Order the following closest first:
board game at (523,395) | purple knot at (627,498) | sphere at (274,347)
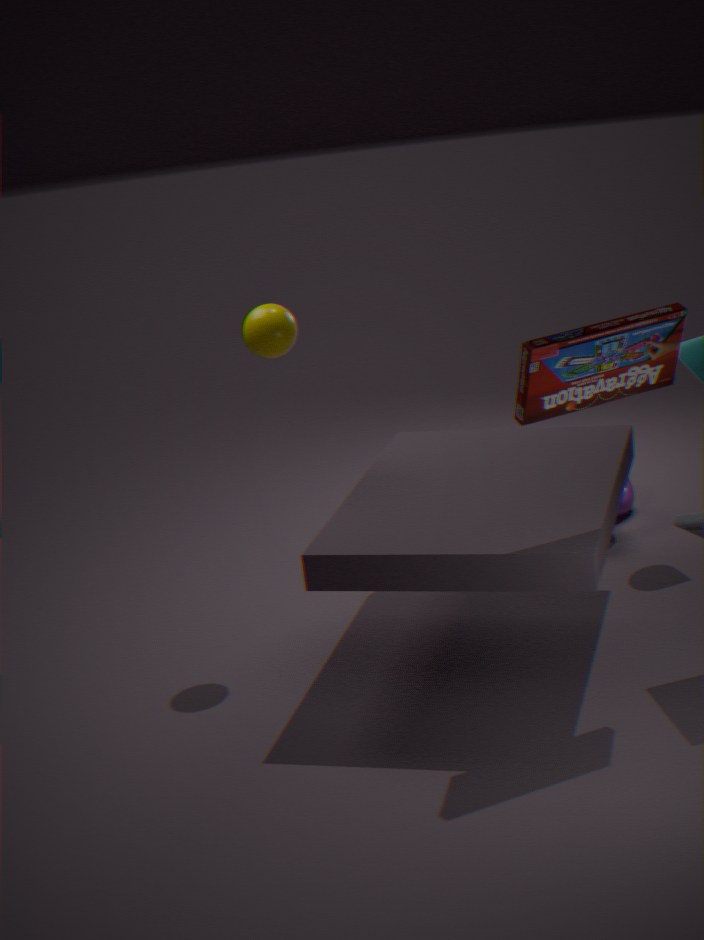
1. board game at (523,395)
2. sphere at (274,347)
3. purple knot at (627,498)
